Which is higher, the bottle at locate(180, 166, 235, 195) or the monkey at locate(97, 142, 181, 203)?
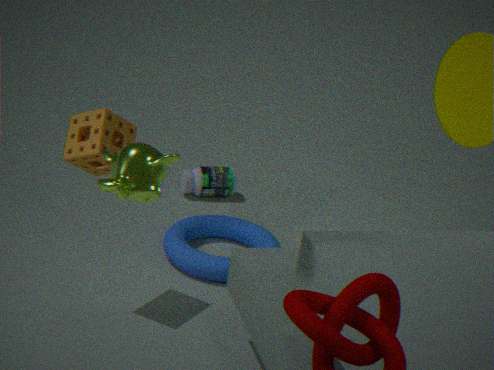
the monkey at locate(97, 142, 181, 203)
